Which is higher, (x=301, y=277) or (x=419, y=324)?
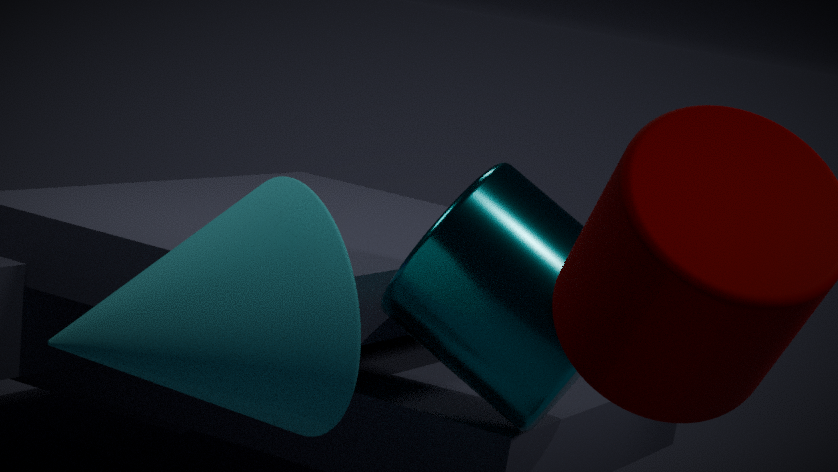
(x=419, y=324)
